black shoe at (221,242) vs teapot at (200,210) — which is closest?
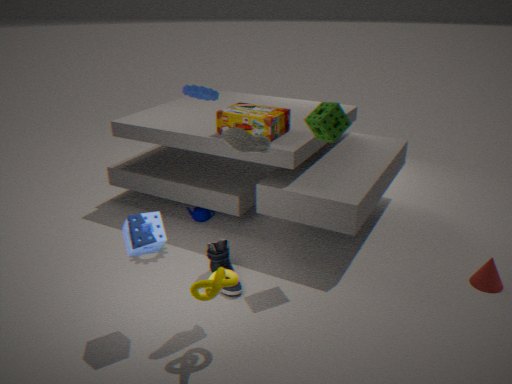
black shoe at (221,242)
